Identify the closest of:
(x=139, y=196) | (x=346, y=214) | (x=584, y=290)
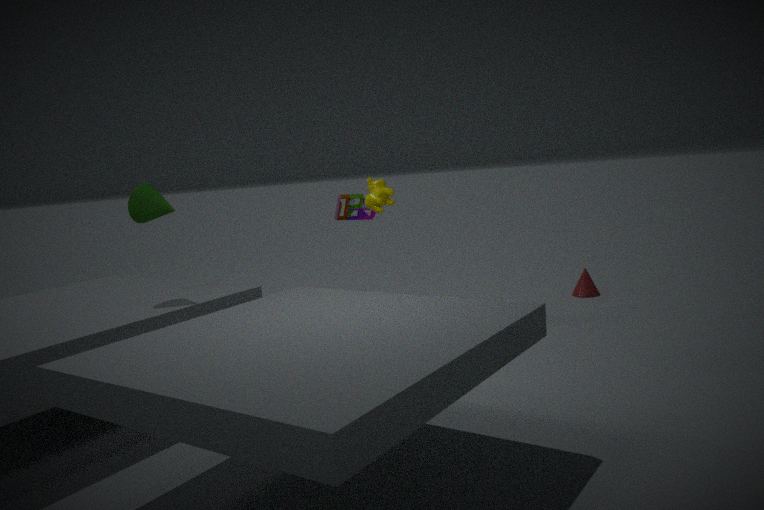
(x=139, y=196)
